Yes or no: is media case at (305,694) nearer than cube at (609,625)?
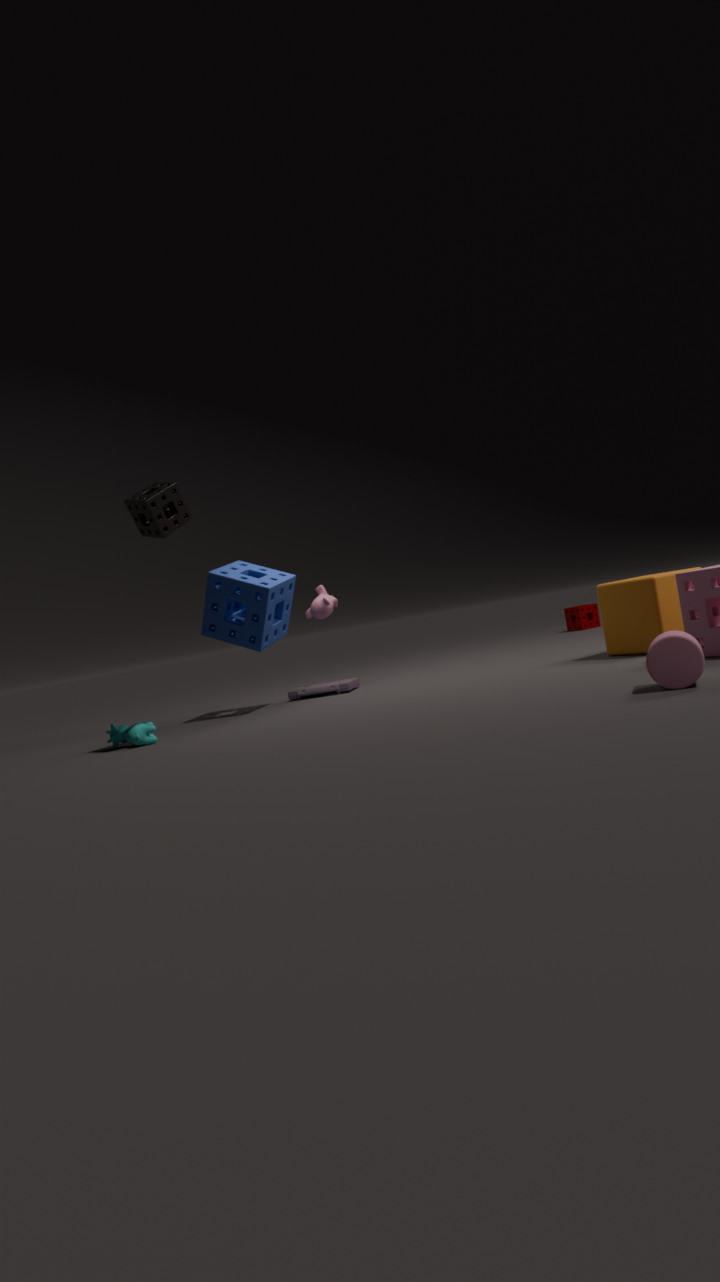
No
